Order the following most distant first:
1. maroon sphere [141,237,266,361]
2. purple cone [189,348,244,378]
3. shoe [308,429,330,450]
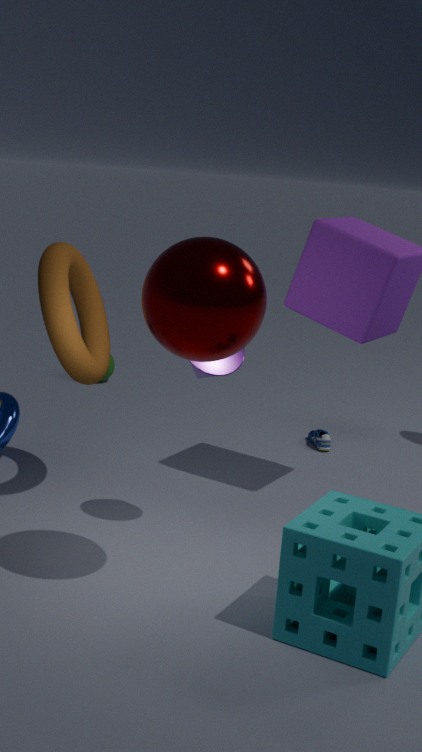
shoe [308,429,330,450] → purple cone [189,348,244,378] → maroon sphere [141,237,266,361]
